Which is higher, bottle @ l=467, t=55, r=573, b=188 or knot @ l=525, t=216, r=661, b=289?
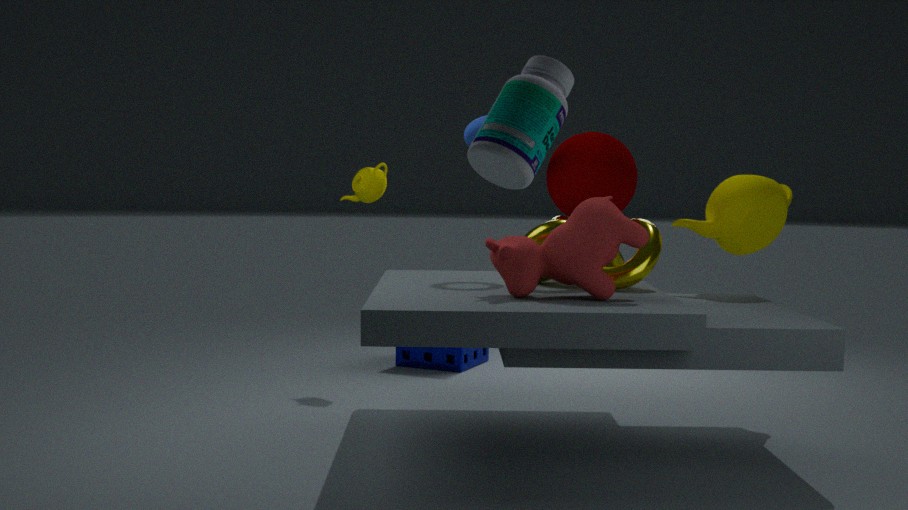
bottle @ l=467, t=55, r=573, b=188
